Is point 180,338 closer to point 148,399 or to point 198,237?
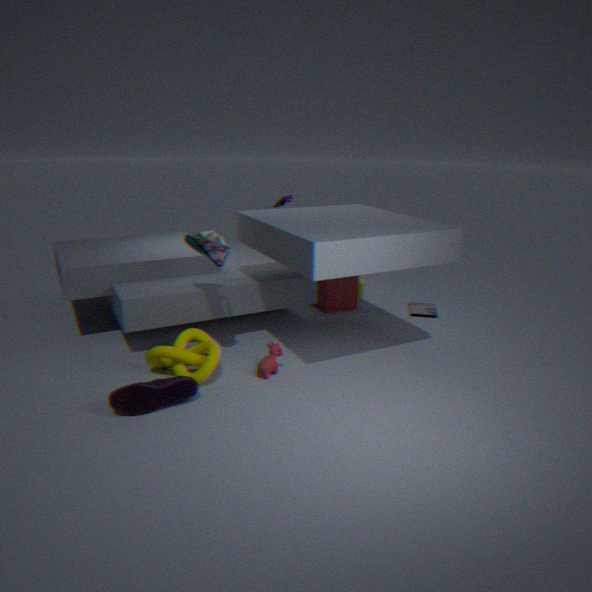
point 148,399
